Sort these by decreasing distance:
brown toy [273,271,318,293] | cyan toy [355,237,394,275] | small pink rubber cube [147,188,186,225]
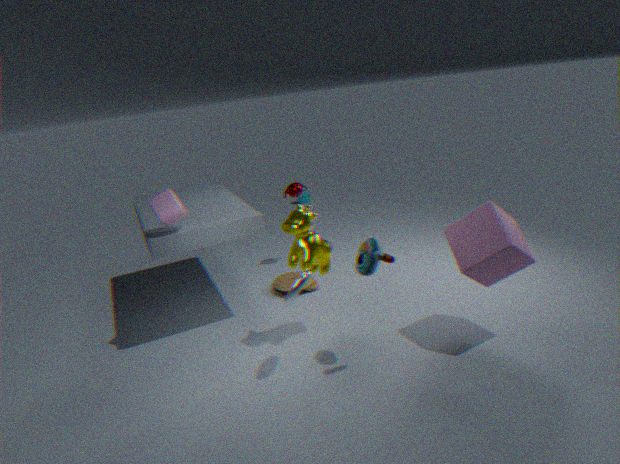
brown toy [273,271,318,293] → small pink rubber cube [147,188,186,225] → cyan toy [355,237,394,275]
